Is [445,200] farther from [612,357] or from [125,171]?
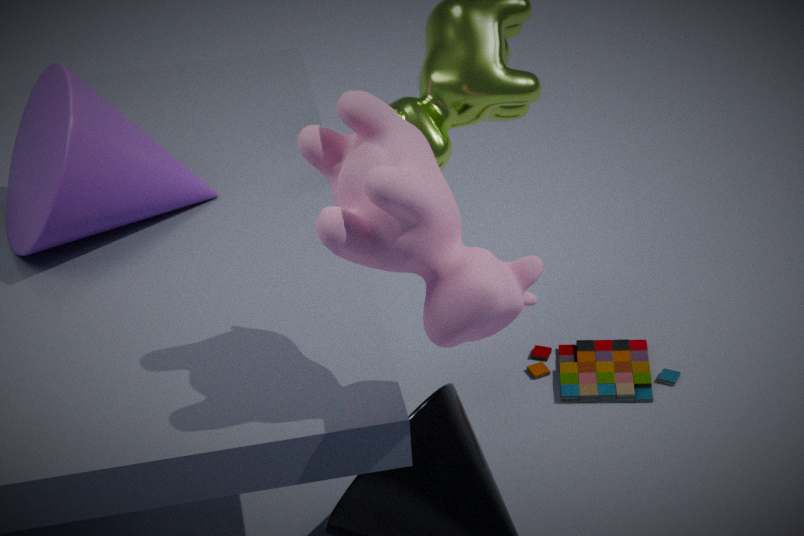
[612,357]
